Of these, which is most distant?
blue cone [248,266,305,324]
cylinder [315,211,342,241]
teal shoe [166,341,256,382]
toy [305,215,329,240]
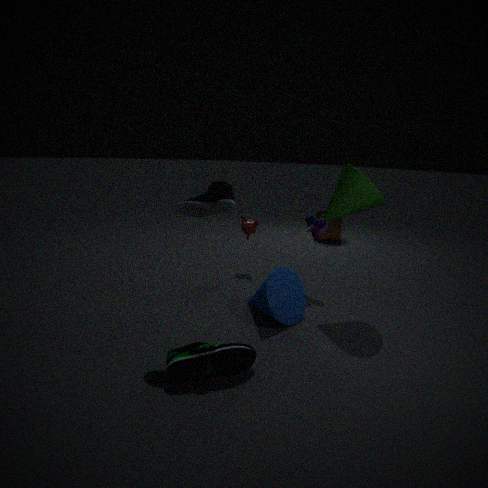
cylinder [315,211,342,241]
